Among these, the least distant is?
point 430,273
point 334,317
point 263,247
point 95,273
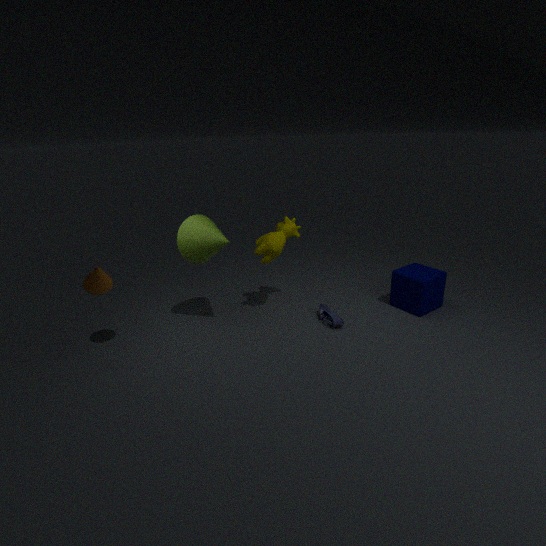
point 95,273
